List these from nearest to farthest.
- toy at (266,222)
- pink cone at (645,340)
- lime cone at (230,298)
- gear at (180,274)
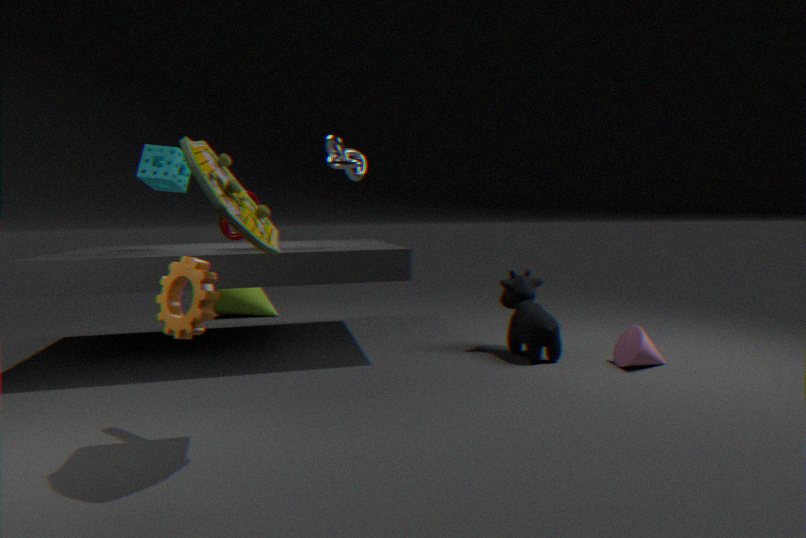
toy at (266,222), gear at (180,274), pink cone at (645,340), lime cone at (230,298)
